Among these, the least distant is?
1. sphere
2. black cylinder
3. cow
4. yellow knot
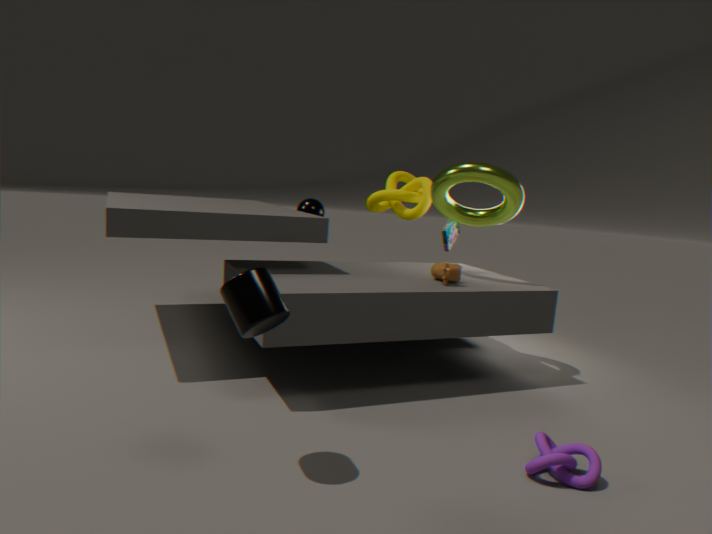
black cylinder
